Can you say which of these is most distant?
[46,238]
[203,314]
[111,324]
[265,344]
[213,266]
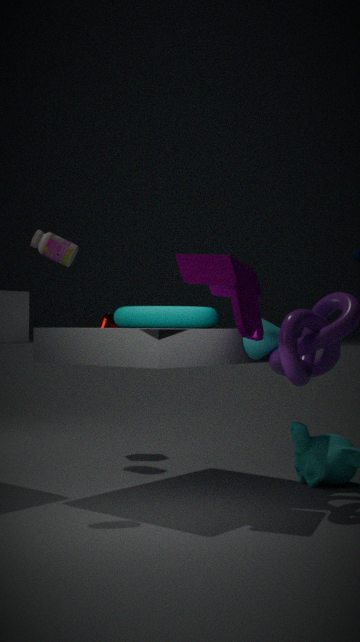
[111,324]
